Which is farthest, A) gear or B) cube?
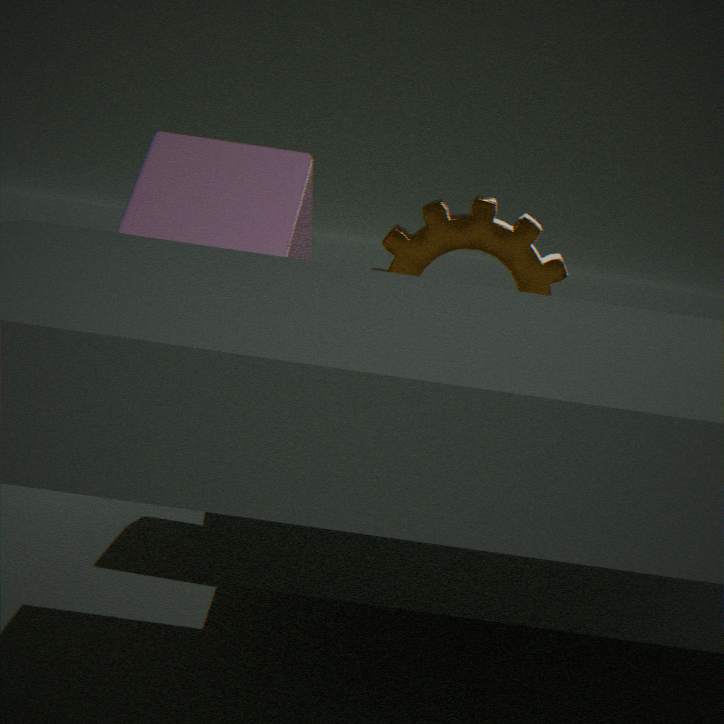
A. gear
